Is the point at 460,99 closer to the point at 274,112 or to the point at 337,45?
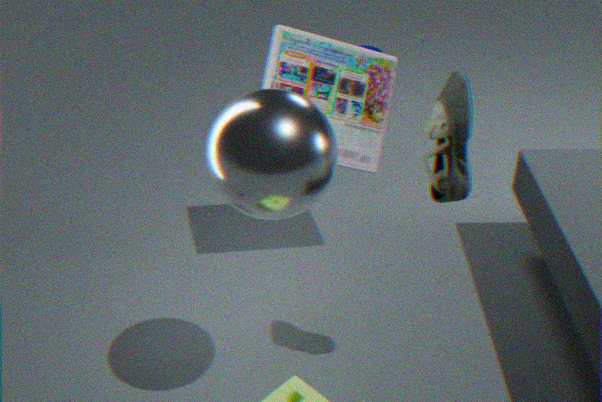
the point at 274,112
